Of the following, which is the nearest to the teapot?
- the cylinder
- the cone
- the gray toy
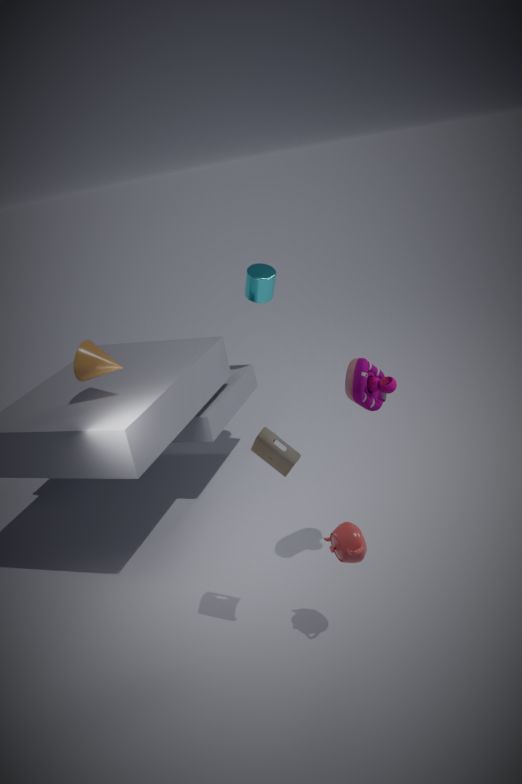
the gray toy
